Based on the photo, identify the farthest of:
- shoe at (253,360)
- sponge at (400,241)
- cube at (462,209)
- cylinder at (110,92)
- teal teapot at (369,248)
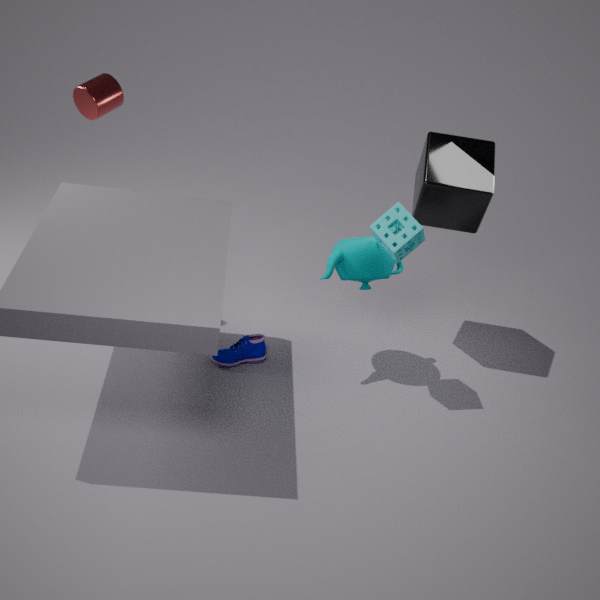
shoe at (253,360)
